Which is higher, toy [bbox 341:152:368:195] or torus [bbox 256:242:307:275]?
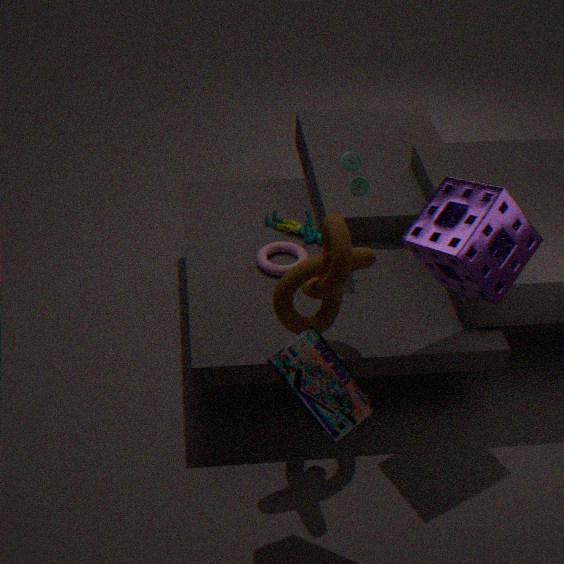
toy [bbox 341:152:368:195]
